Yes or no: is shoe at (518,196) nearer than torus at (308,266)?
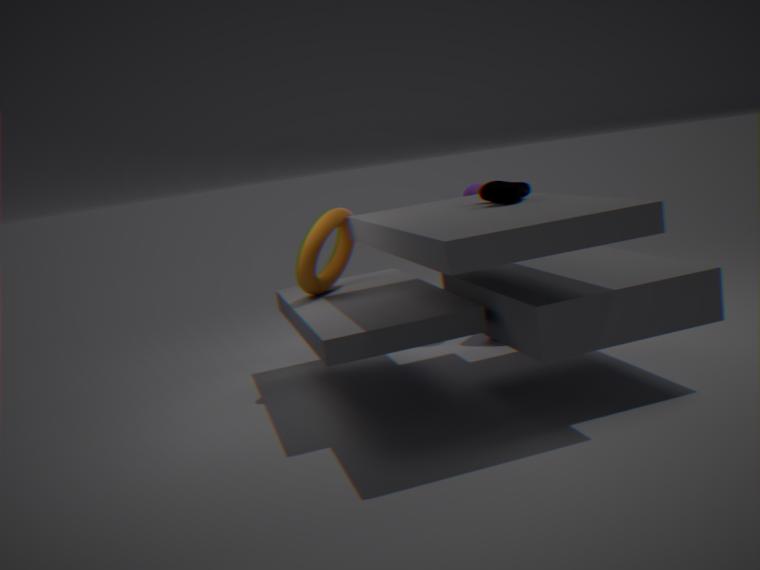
Yes
